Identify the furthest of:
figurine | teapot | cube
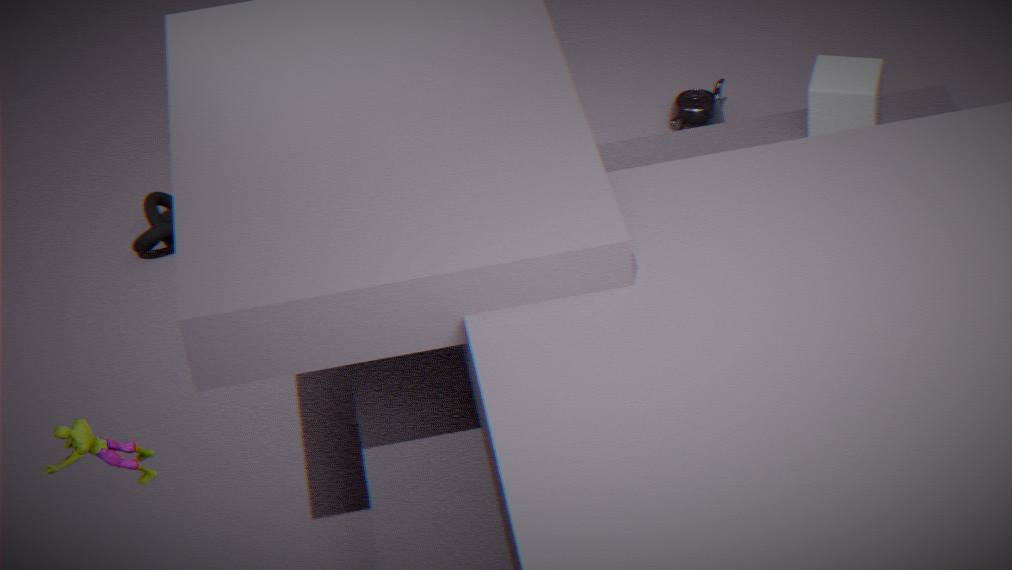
teapot
